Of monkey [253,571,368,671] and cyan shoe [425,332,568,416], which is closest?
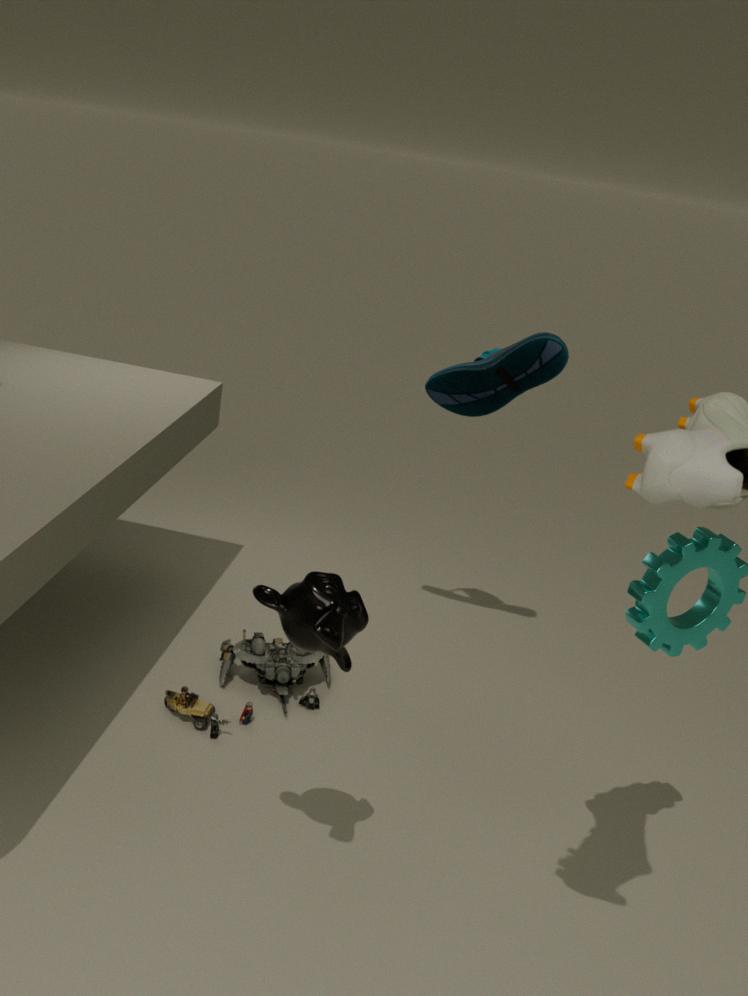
monkey [253,571,368,671]
